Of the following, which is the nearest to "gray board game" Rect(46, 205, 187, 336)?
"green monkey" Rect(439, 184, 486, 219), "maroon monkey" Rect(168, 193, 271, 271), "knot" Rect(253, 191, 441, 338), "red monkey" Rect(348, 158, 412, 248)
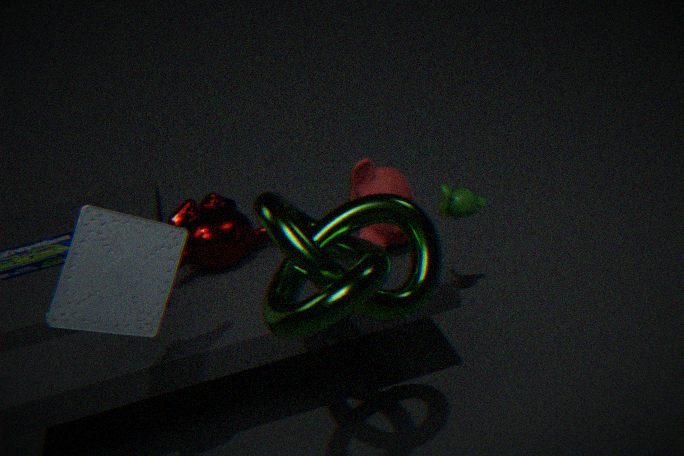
"knot" Rect(253, 191, 441, 338)
